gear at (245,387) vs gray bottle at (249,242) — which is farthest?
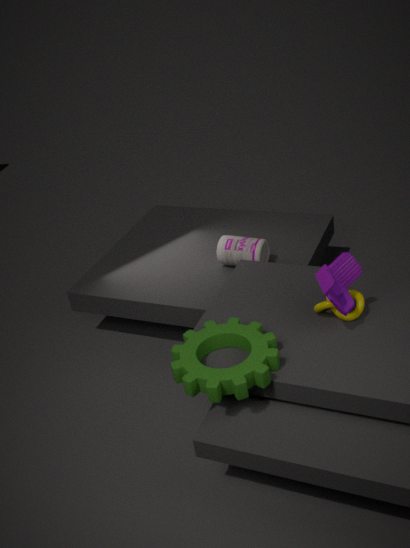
gray bottle at (249,242)
